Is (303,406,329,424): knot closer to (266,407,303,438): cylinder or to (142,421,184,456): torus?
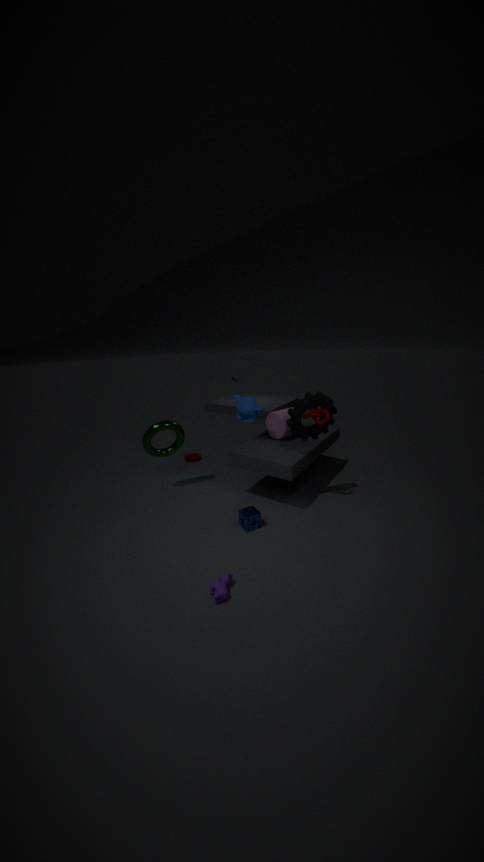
(266,407,303,438): cylinder
